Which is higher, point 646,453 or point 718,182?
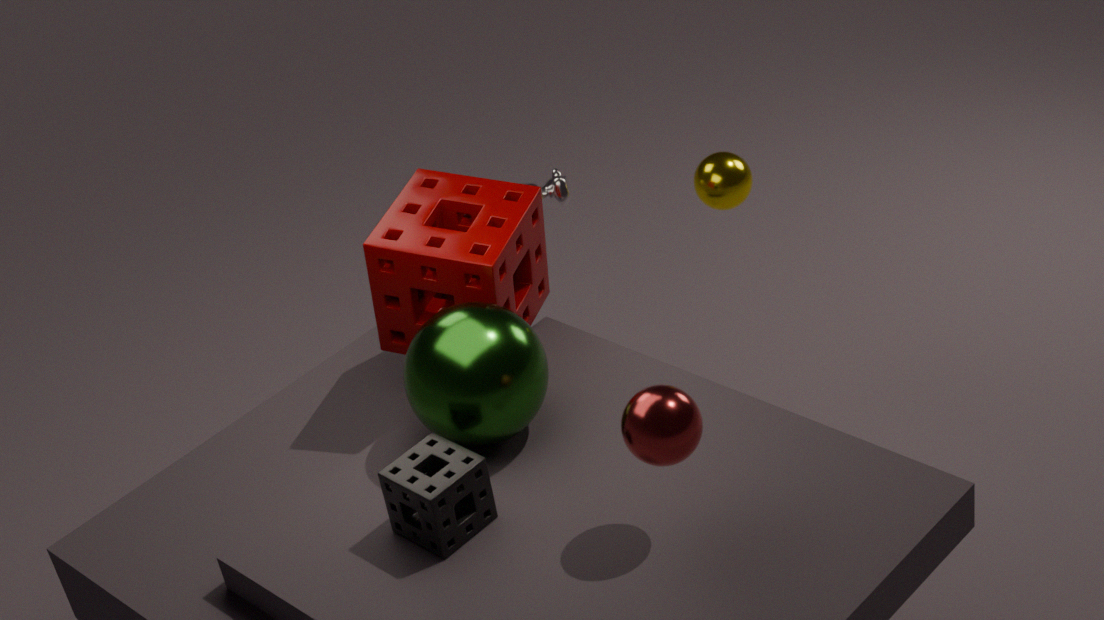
point 646,453
